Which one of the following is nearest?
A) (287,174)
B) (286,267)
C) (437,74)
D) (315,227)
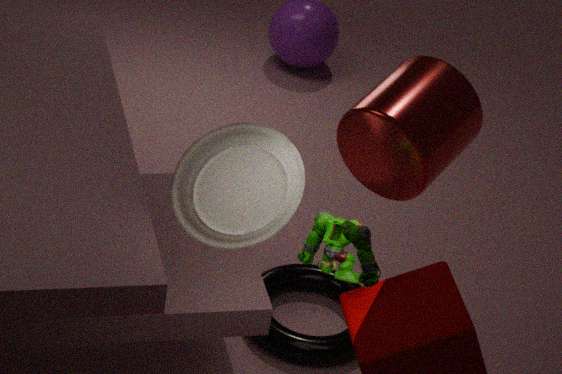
(315,227)
